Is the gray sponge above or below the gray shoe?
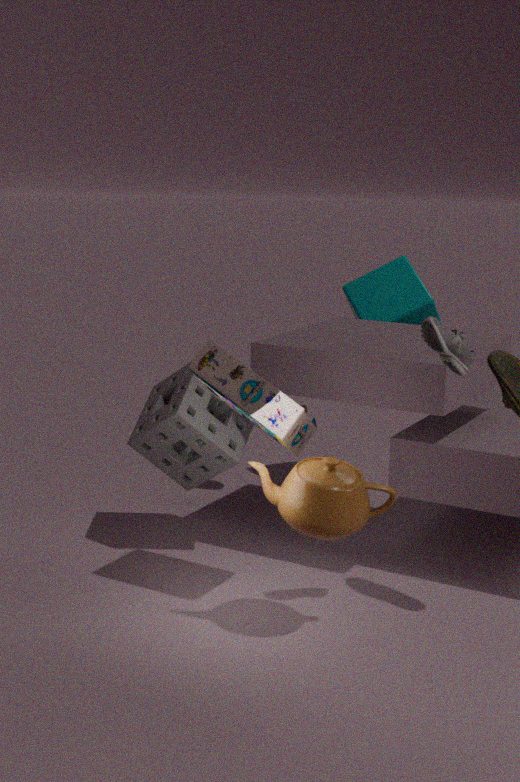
below
